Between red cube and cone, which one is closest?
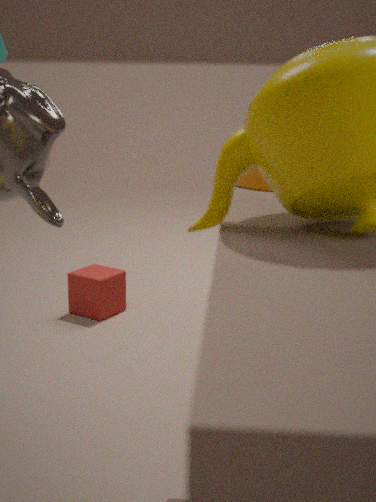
cone
